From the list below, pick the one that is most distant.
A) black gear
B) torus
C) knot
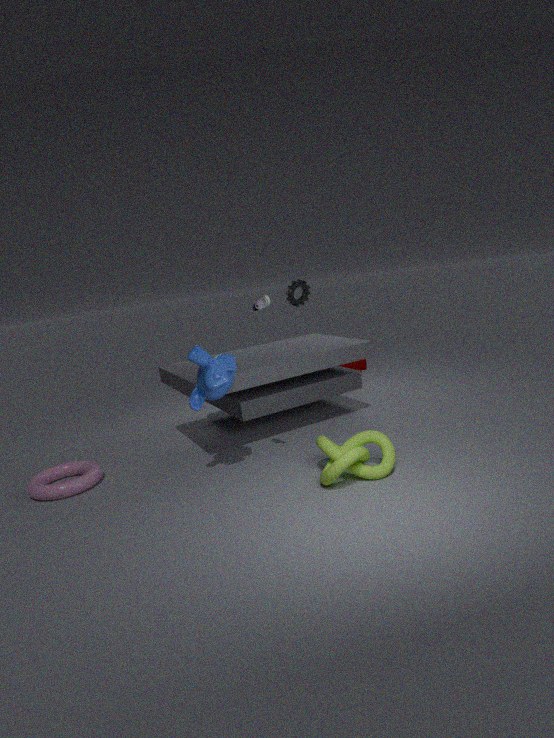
black gear
